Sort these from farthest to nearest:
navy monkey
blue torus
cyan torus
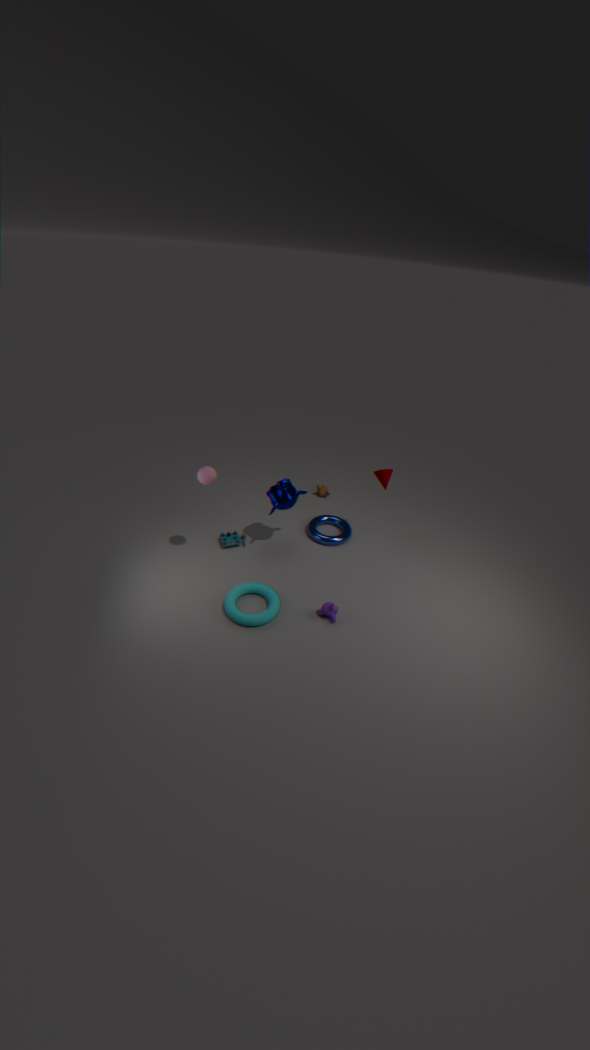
blue torus
navy monkey
cyan torus
